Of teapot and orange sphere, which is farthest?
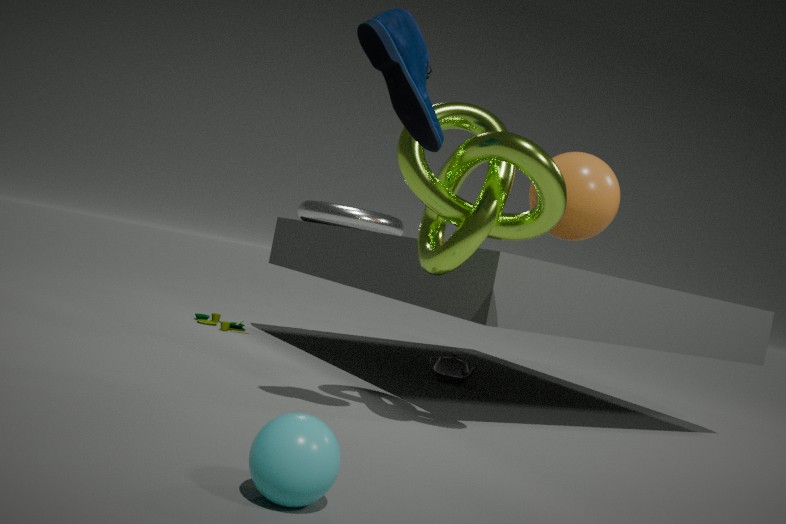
teapot
